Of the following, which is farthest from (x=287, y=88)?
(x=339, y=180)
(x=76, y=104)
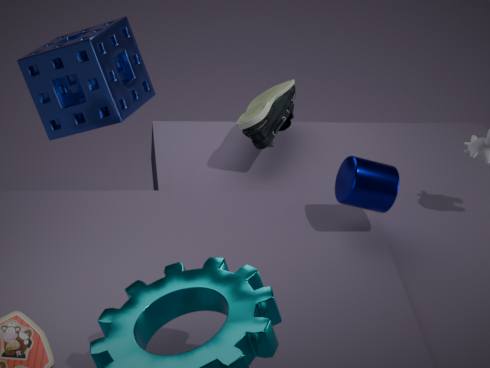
(x=76, y=104)
